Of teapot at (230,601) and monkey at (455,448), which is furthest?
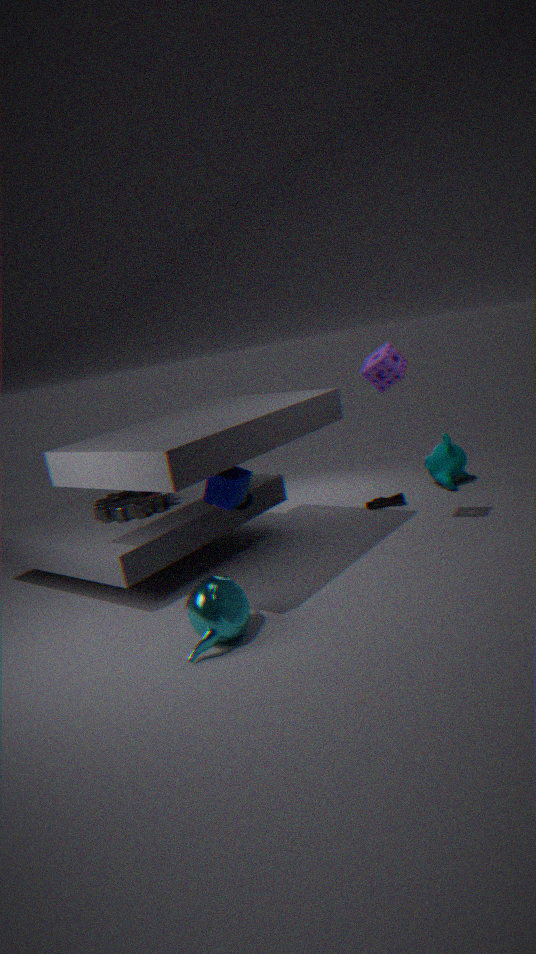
monkey at (455,448)
